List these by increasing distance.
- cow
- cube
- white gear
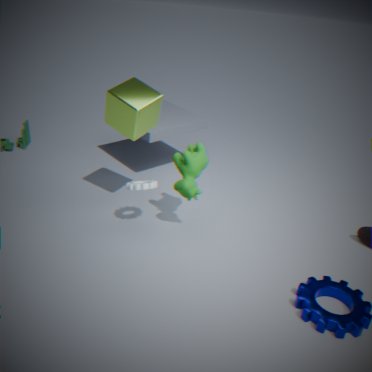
cube < white gear < cow
